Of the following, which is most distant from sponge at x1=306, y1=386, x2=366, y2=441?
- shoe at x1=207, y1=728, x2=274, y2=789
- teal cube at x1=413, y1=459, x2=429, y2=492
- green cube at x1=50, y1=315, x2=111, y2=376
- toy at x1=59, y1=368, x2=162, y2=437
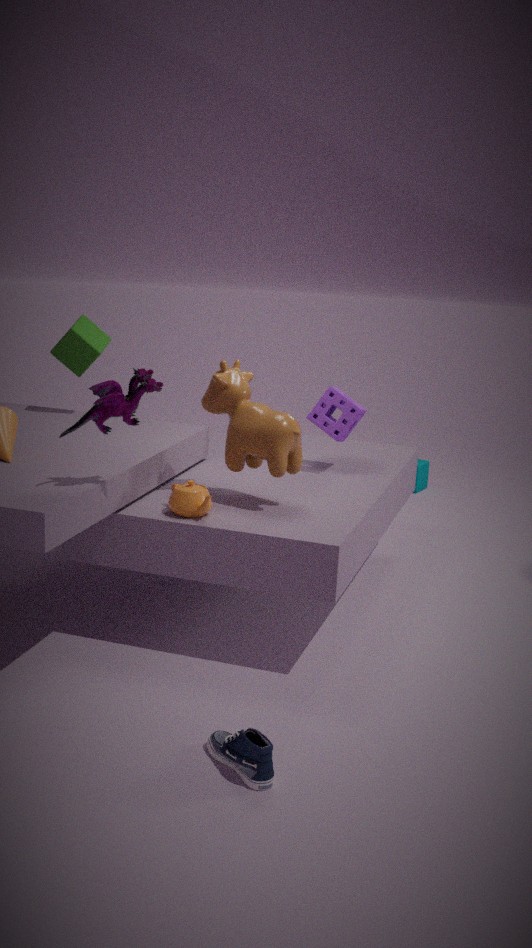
teal cube at x1=413, y1=459, x2=429, y2=492
